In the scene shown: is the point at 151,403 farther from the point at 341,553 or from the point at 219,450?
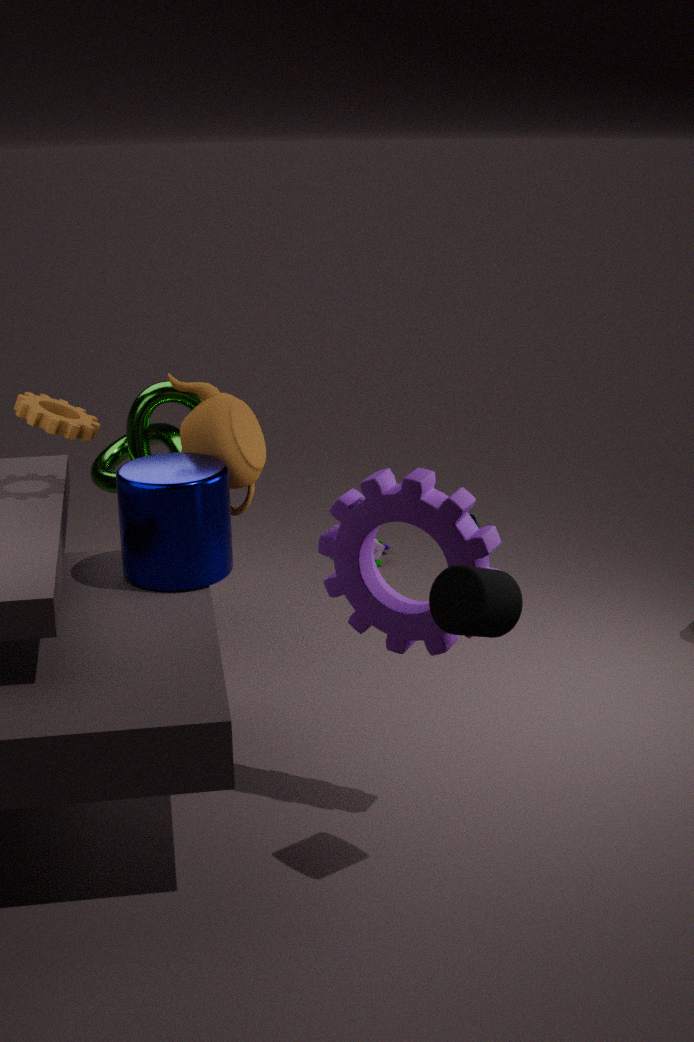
the point at 341,553
